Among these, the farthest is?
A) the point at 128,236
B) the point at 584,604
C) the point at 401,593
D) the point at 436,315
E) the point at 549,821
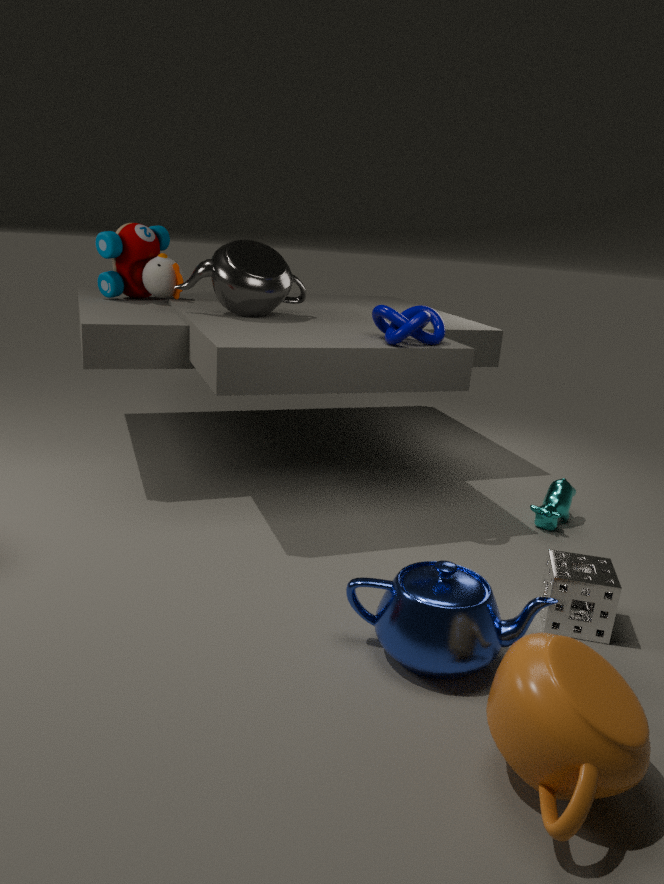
the point at 128,236
